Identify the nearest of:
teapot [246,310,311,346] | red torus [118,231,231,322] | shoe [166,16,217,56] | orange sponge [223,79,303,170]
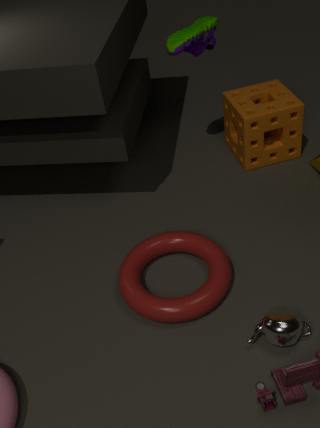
teapot [246,310,311,346]
